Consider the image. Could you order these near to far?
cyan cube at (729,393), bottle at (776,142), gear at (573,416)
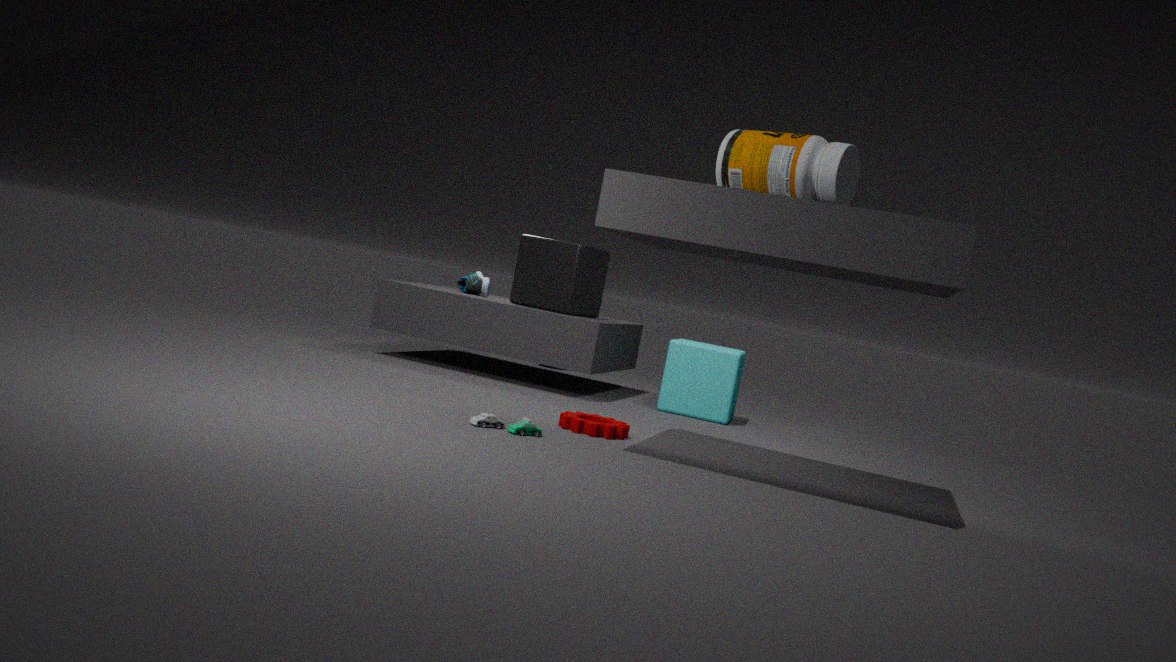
1. bottle at (776,142)
2. gear at (573,416)
3. cyan cube at (729,393)
